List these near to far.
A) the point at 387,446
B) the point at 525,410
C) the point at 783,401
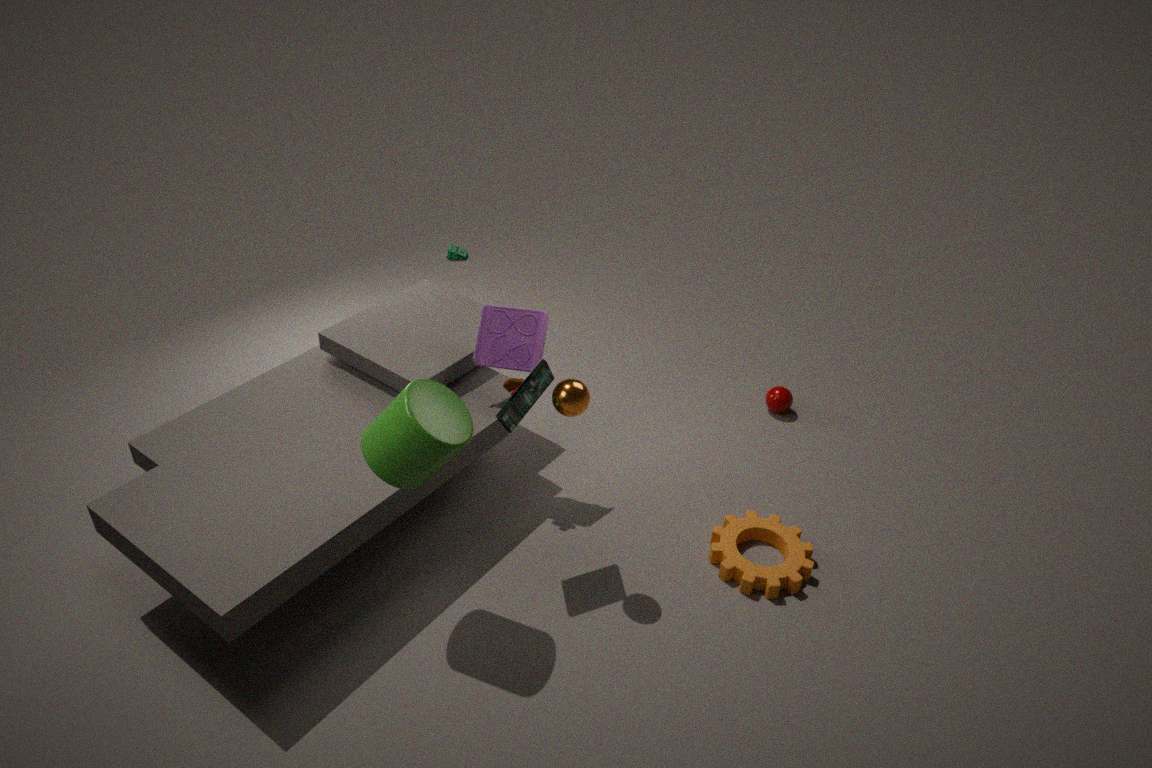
the point at 387,446, the point at 525,410, the point at 783,401
